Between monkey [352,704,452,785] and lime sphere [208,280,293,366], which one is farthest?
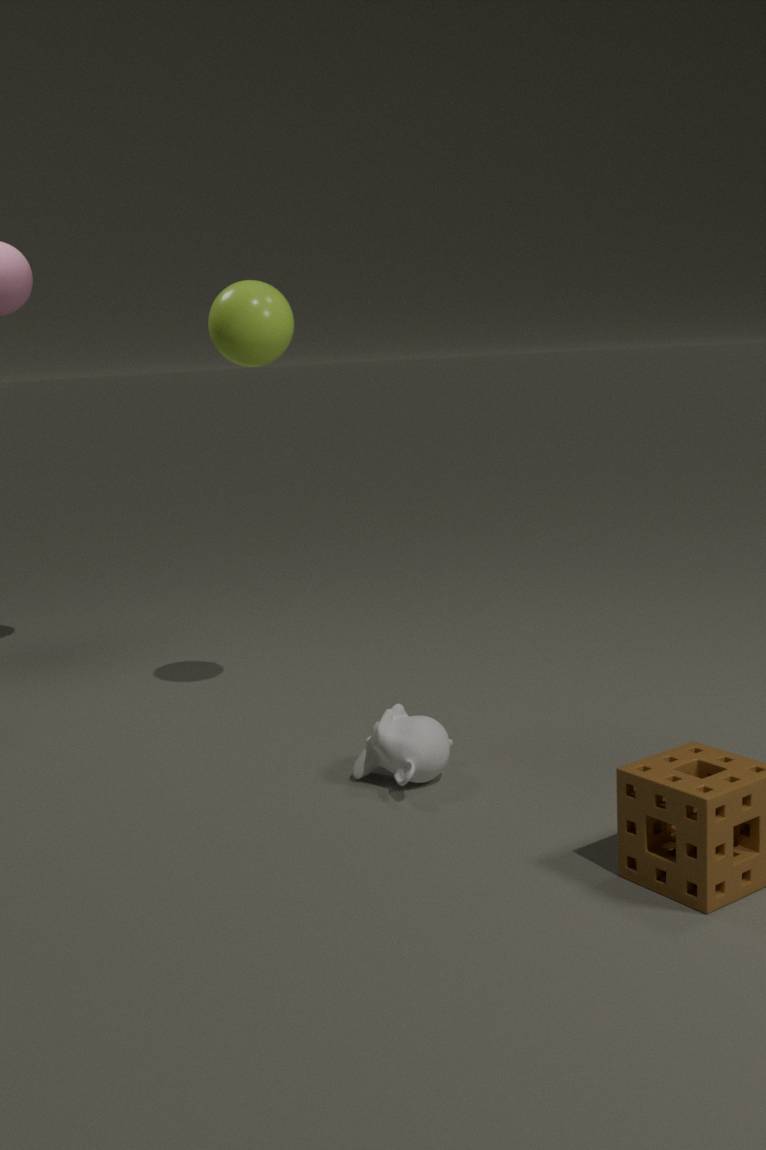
lime sphere [208,280,293,366]
